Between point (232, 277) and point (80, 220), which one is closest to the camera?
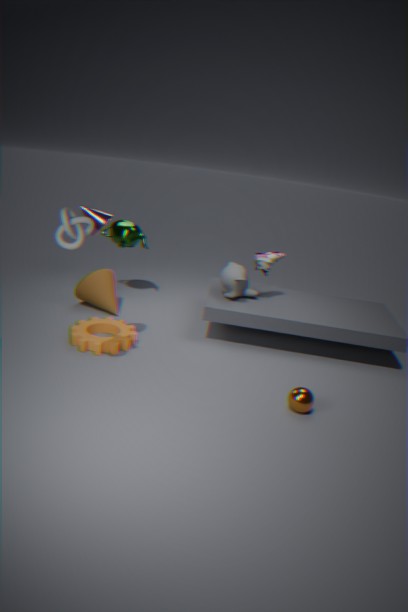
point (80, 220)
